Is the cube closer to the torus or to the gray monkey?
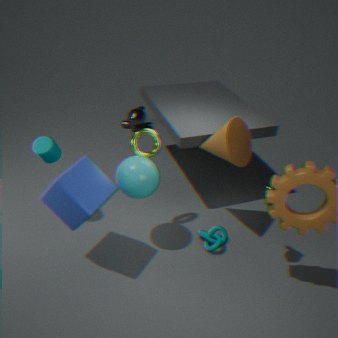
the torus
